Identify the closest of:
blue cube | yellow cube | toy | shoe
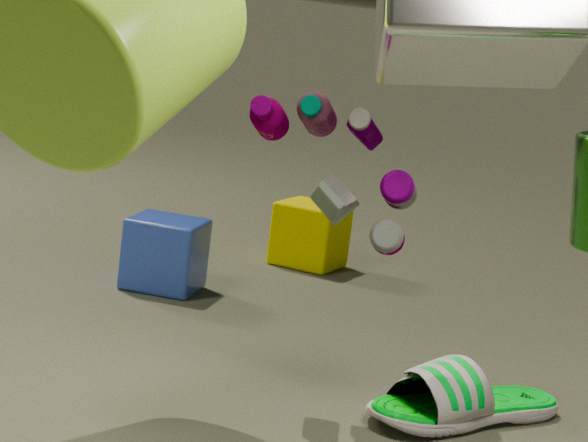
toy
